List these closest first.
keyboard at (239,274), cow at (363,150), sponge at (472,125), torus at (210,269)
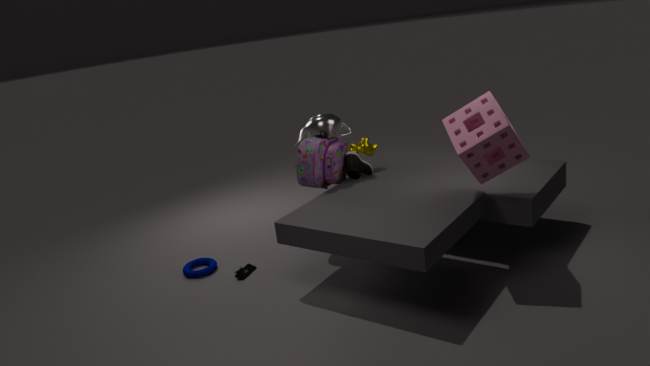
sponge at (472,125), keyboard at (239,274), torus at (210,269), cow at (363,150)
